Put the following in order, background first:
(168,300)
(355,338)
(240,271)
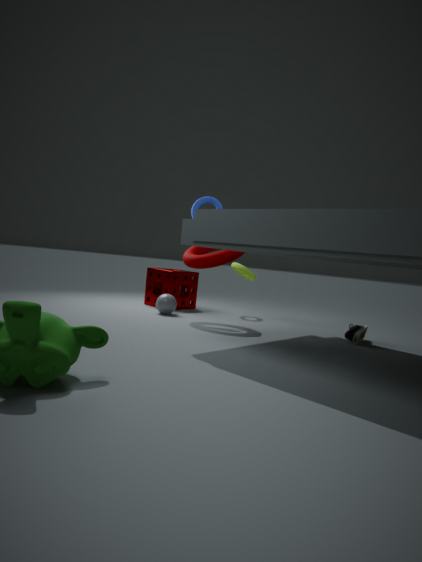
1. (240,271)
2. (168,300)
3. (355,338)
